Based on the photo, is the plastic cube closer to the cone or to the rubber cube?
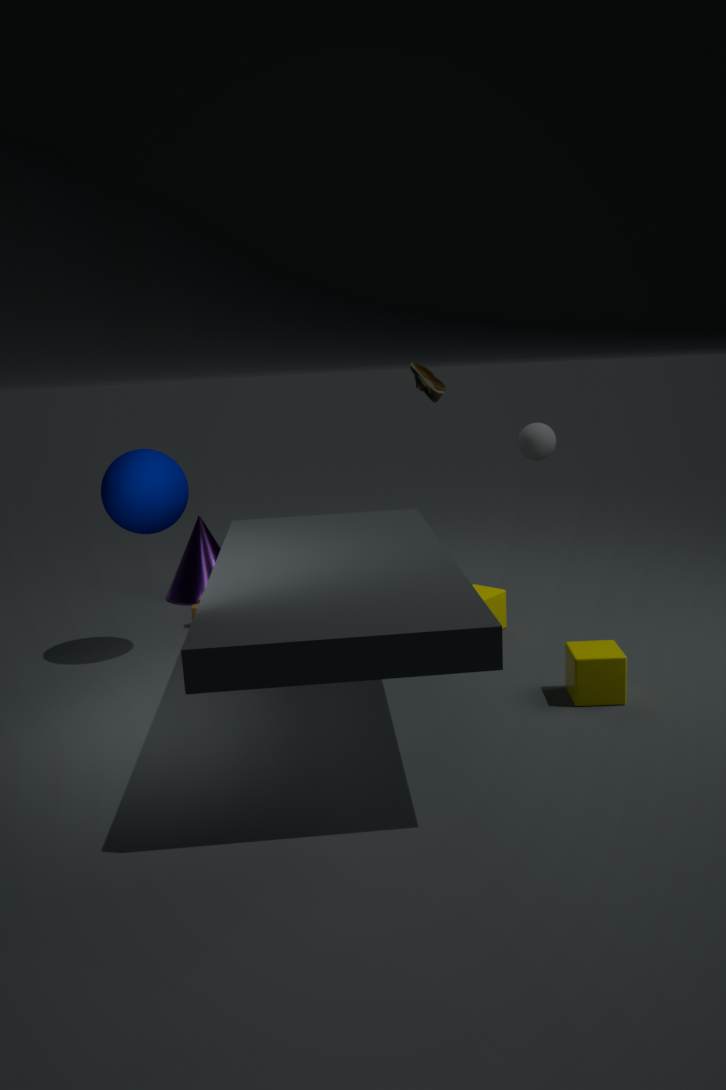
the rubber cube
